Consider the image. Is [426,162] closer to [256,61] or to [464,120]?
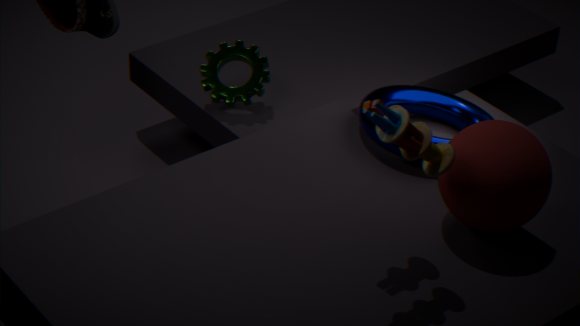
[464,120]
